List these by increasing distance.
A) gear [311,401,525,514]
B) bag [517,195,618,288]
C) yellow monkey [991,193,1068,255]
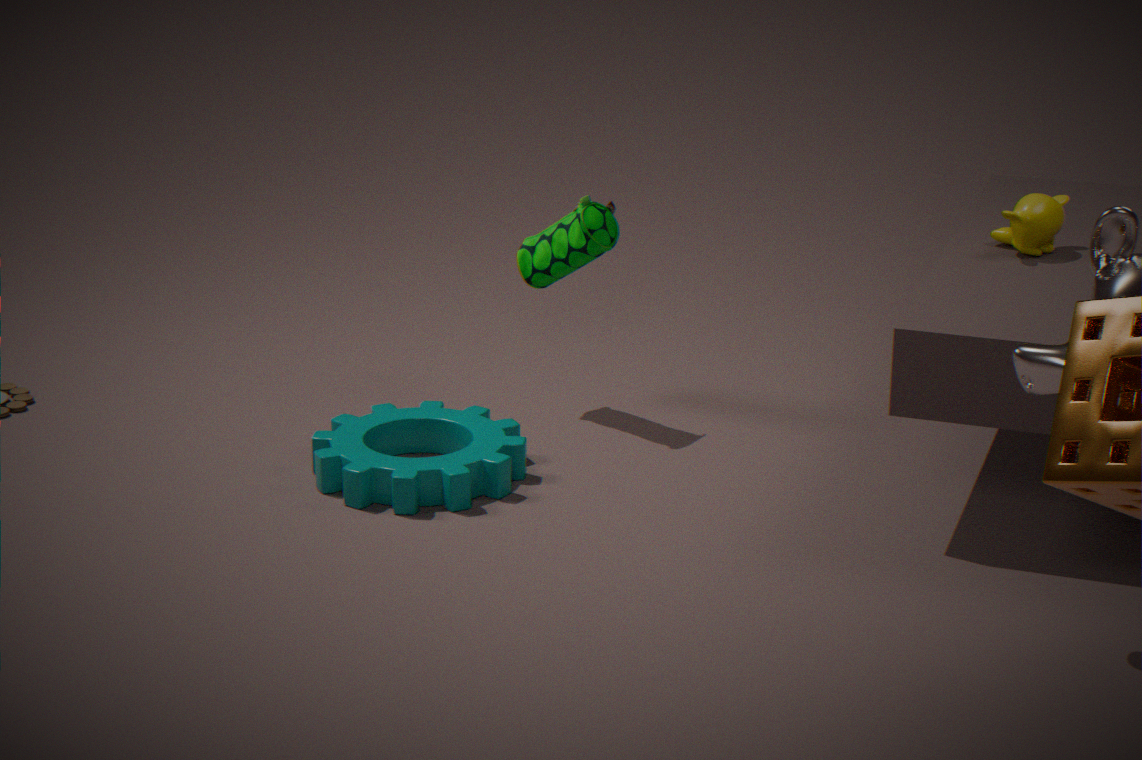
gear [311,401,525,514], yellow monkey [991,193,1068,255], bag [517,195,618,288]
